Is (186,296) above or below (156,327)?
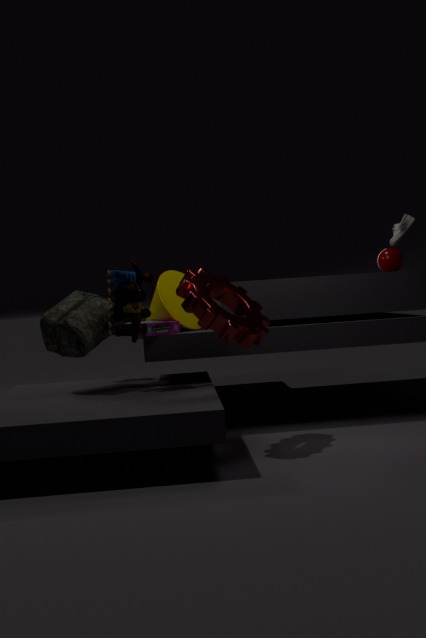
above
